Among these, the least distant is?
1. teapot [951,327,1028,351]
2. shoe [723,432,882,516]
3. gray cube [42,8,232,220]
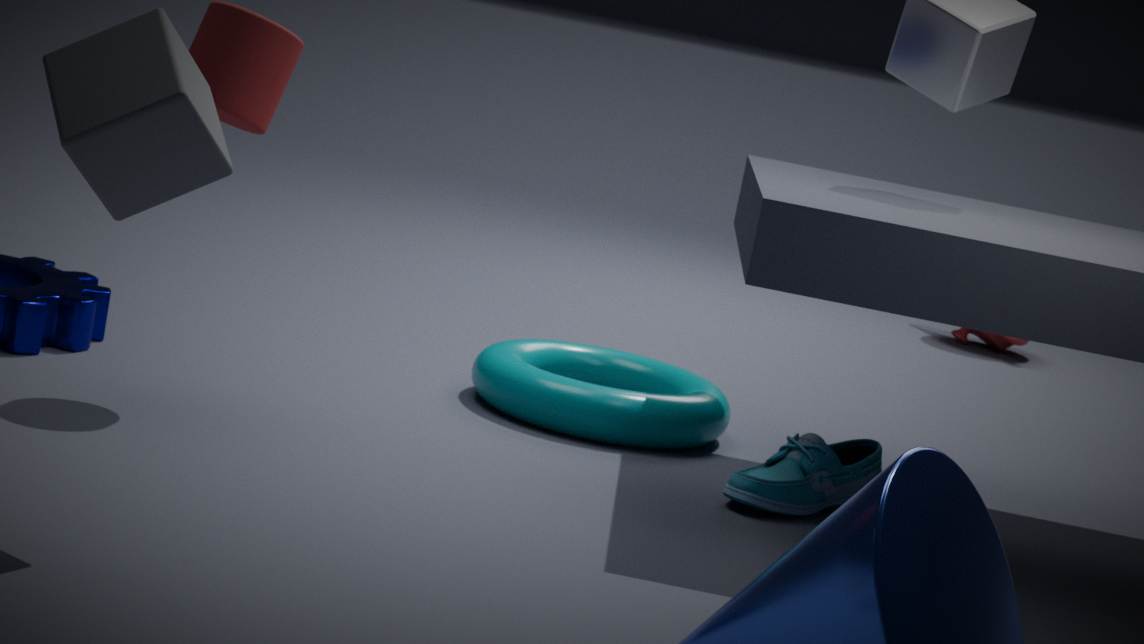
gray cube [42,8,232,220]
